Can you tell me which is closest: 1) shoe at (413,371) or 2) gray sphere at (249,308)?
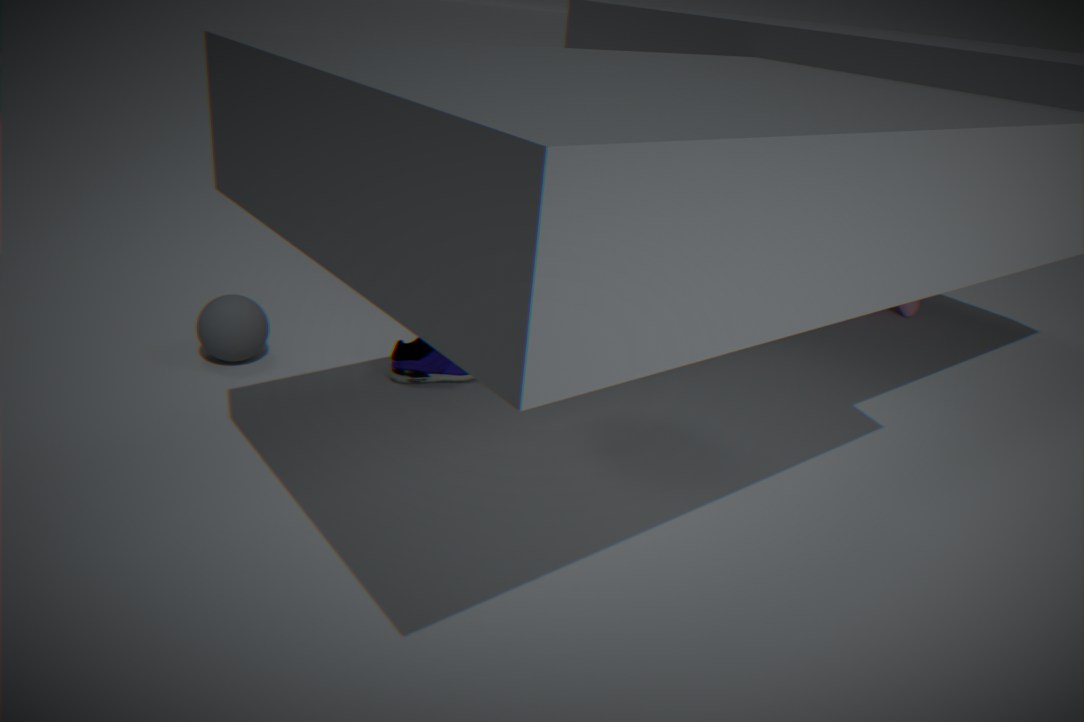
2. gray sphere at (249,308)
